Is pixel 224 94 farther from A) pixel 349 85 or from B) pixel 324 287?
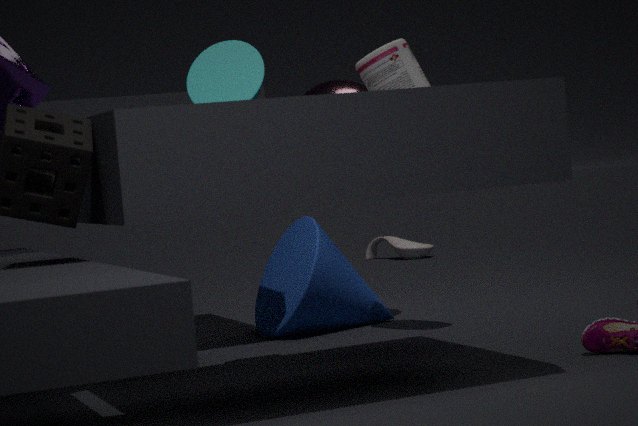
B) pixel 324 287
